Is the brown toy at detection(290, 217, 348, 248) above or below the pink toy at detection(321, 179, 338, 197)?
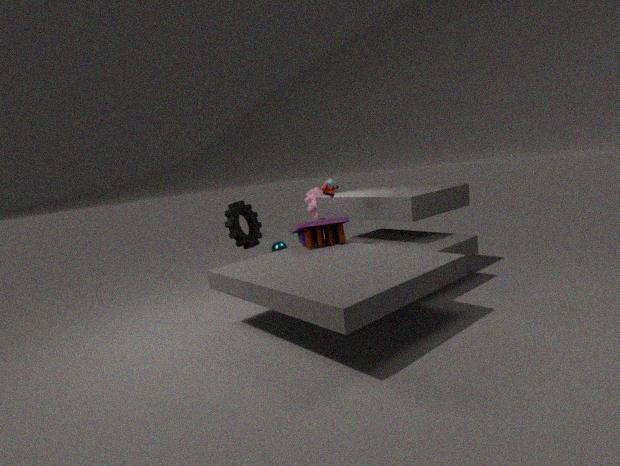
below
